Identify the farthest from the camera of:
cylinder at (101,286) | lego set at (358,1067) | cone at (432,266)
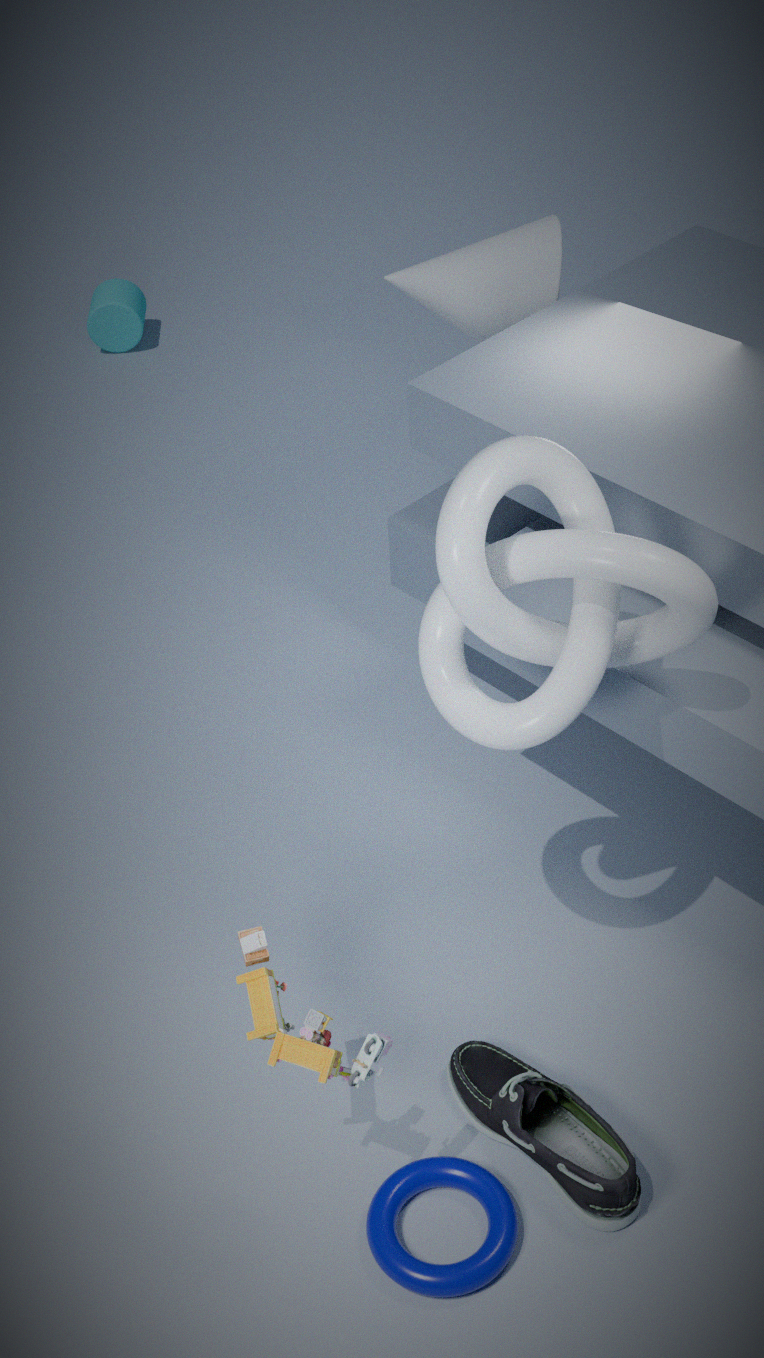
cylinder at (101,286)
